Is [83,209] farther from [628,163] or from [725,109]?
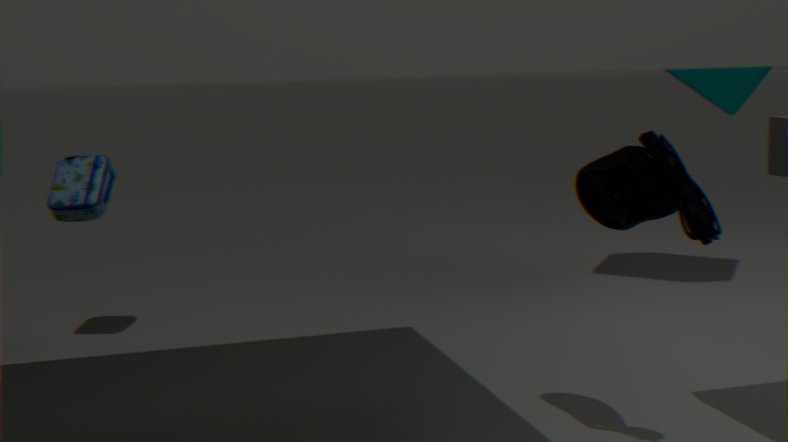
[725,109]
